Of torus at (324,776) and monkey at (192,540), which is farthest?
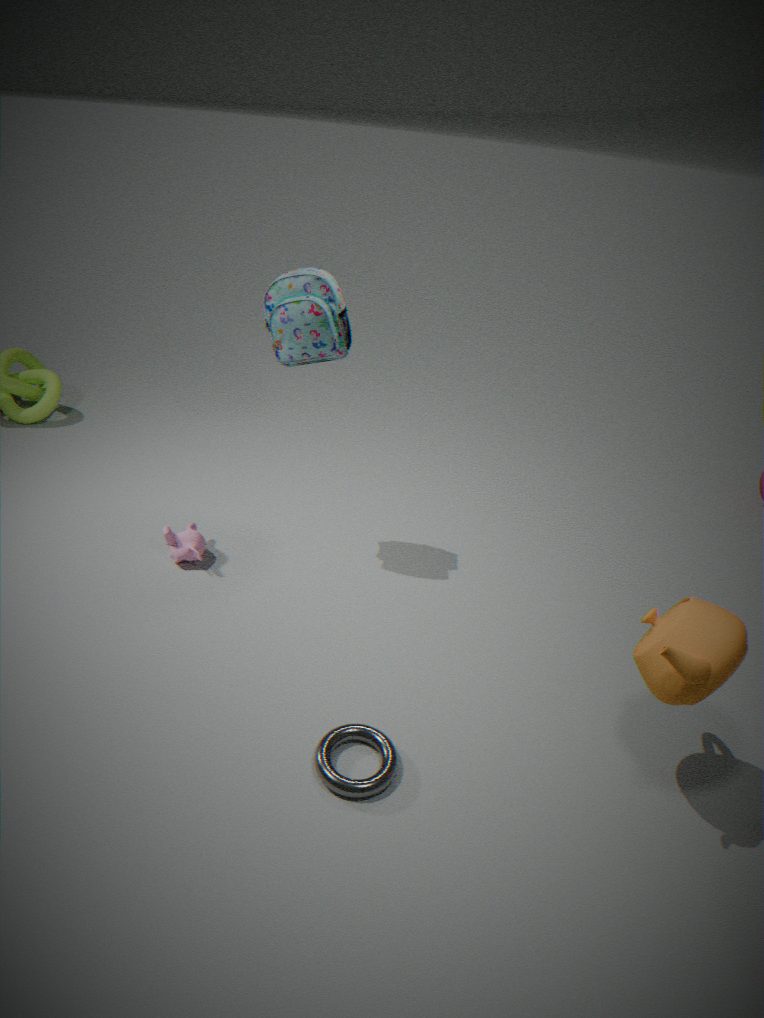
monkey at (192,540)
